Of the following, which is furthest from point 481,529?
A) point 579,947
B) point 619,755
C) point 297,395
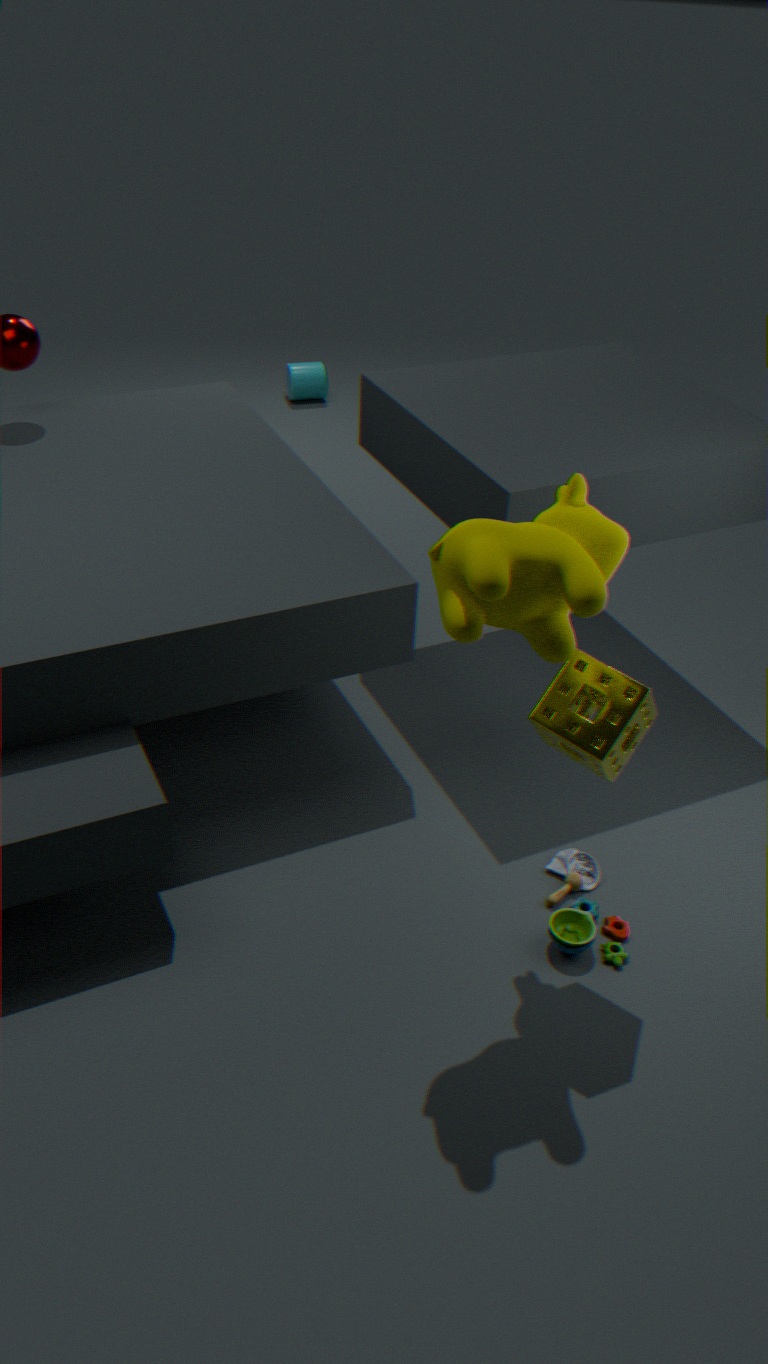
point 297,395
